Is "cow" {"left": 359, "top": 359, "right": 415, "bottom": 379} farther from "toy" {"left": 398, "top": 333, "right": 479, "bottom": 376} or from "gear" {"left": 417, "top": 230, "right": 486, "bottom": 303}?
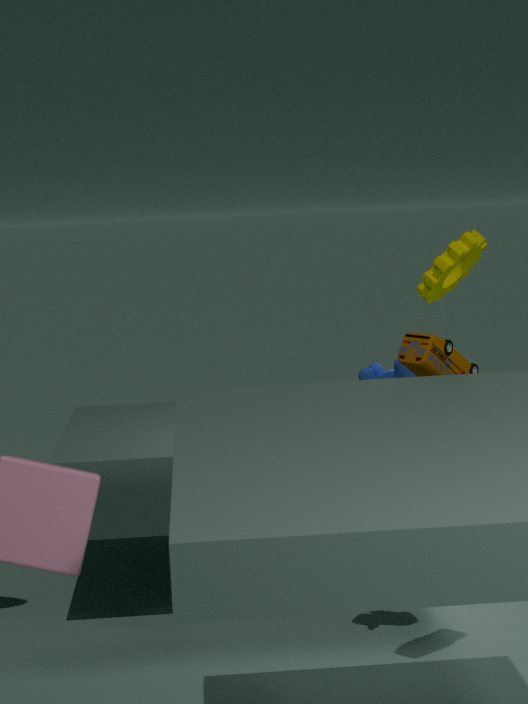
"gear" {"left": 417, "top": 230, "right": 486, "bottom": 303}
